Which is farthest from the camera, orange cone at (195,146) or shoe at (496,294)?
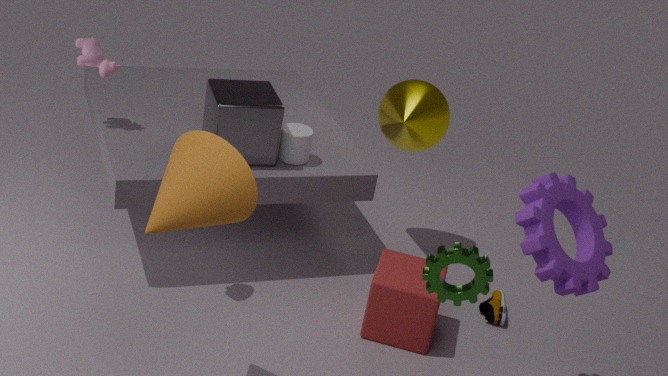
shoe at (496,294)
